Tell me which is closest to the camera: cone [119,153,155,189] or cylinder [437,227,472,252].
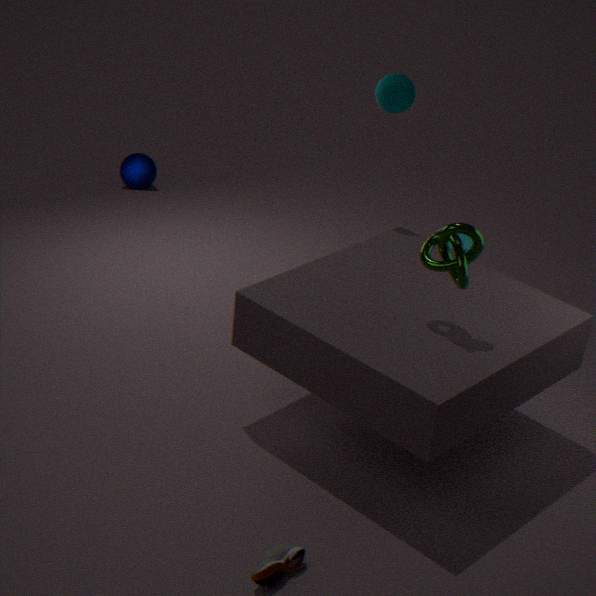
cylinder [437,227,472,252]
